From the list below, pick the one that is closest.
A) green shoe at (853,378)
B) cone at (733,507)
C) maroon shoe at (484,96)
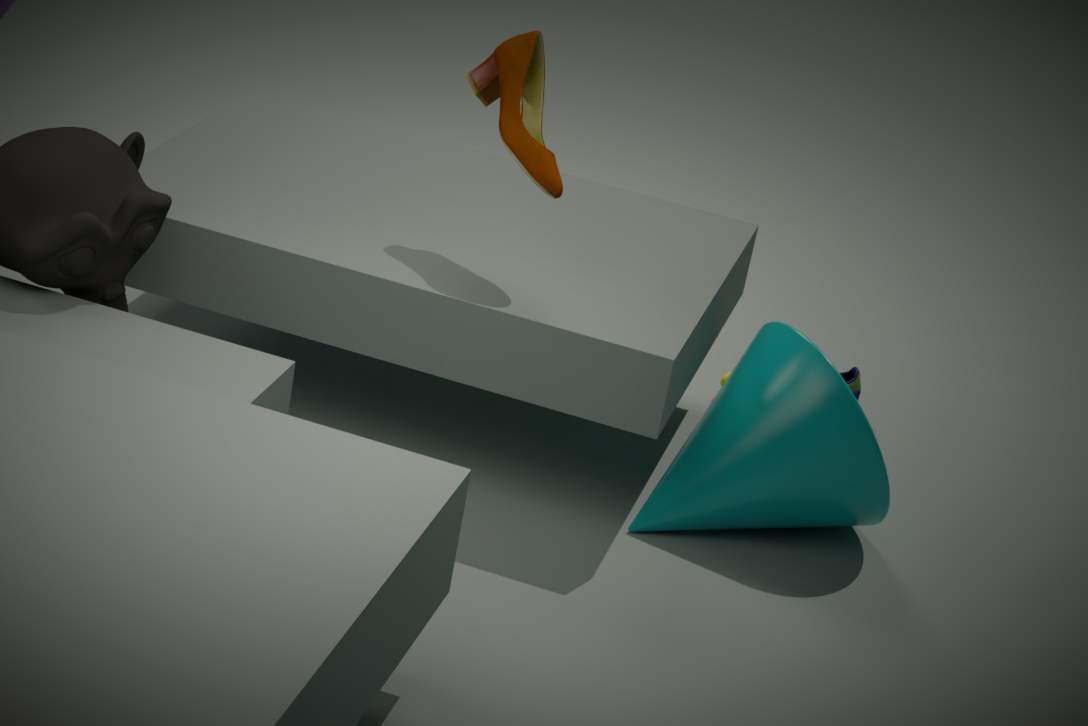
maroon shoe at (484,96)
